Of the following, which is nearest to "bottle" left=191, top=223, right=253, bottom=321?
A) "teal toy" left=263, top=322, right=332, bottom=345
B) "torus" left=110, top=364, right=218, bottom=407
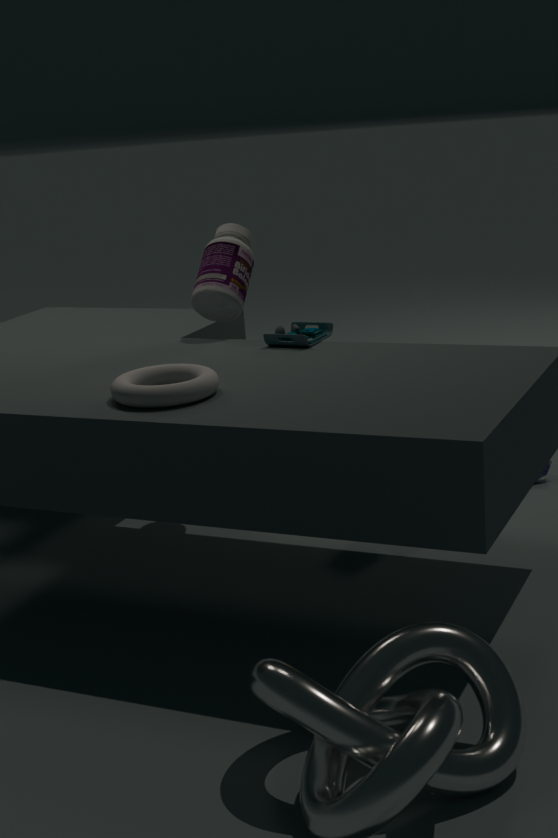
"teal toy" left=263, top=322, right=332, bottom=345
